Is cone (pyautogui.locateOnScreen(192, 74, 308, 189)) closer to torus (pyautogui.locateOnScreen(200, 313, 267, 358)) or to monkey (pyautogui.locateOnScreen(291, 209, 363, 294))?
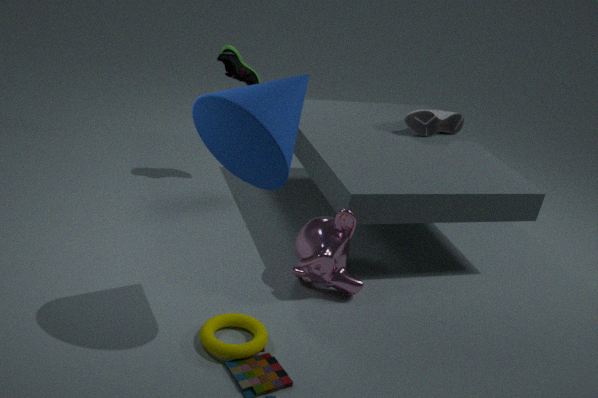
monkey (pyautogui.locateOnScreen(291, 209, 363, 294))
